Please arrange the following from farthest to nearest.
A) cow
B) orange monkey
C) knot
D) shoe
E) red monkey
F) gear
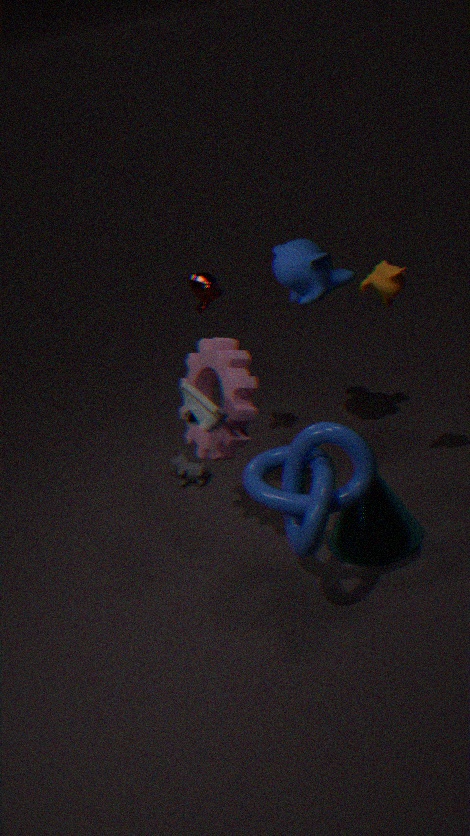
cow, red monkey, gear, orange monkey, shoe, knot
